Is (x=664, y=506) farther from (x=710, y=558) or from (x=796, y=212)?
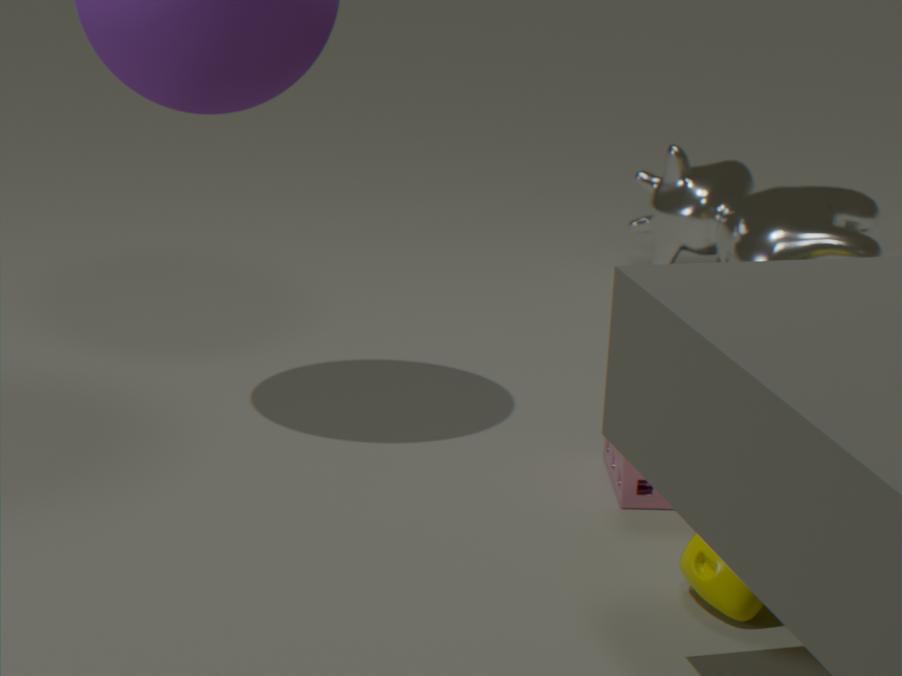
(x=796, y=212)
